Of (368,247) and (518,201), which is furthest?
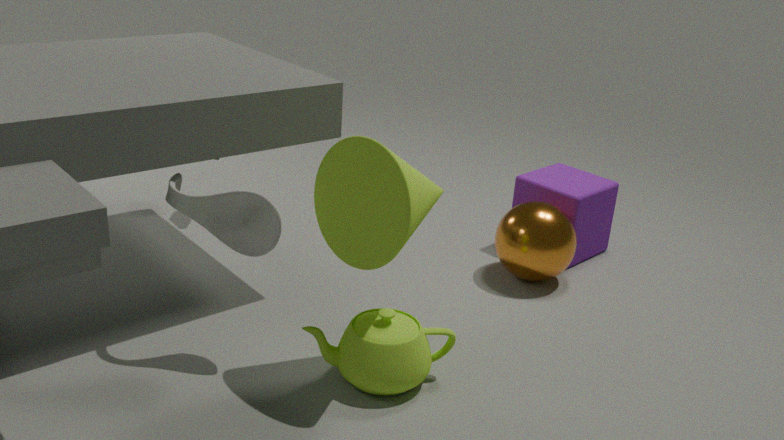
(518,201)
